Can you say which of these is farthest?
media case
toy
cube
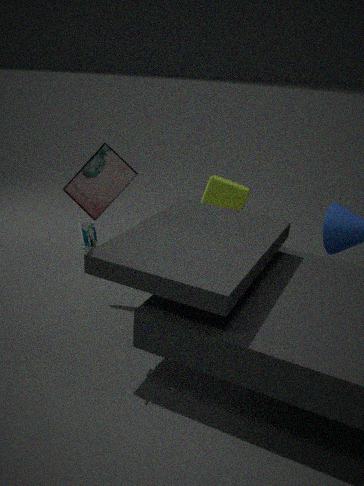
cube
